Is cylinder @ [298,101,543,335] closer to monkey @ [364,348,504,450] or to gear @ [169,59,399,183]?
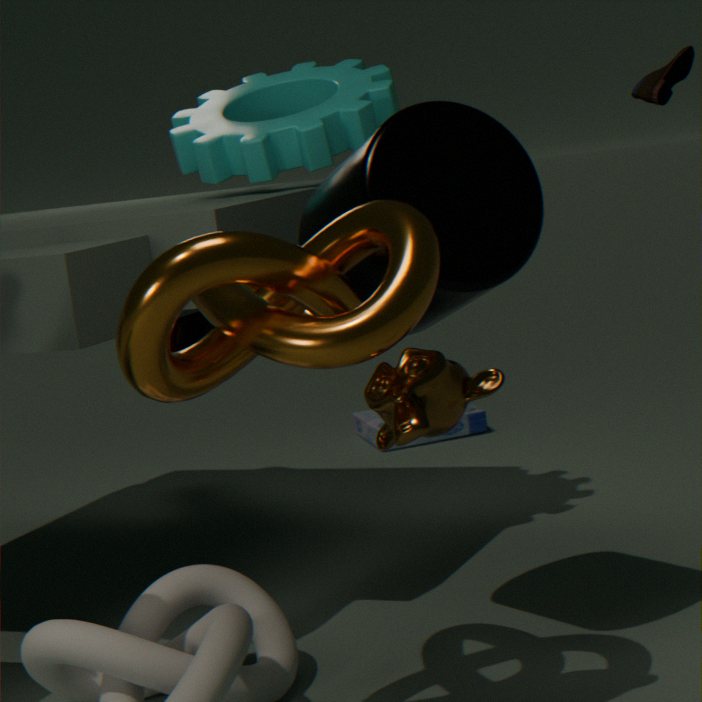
monkey @ [364,348,504,450]
